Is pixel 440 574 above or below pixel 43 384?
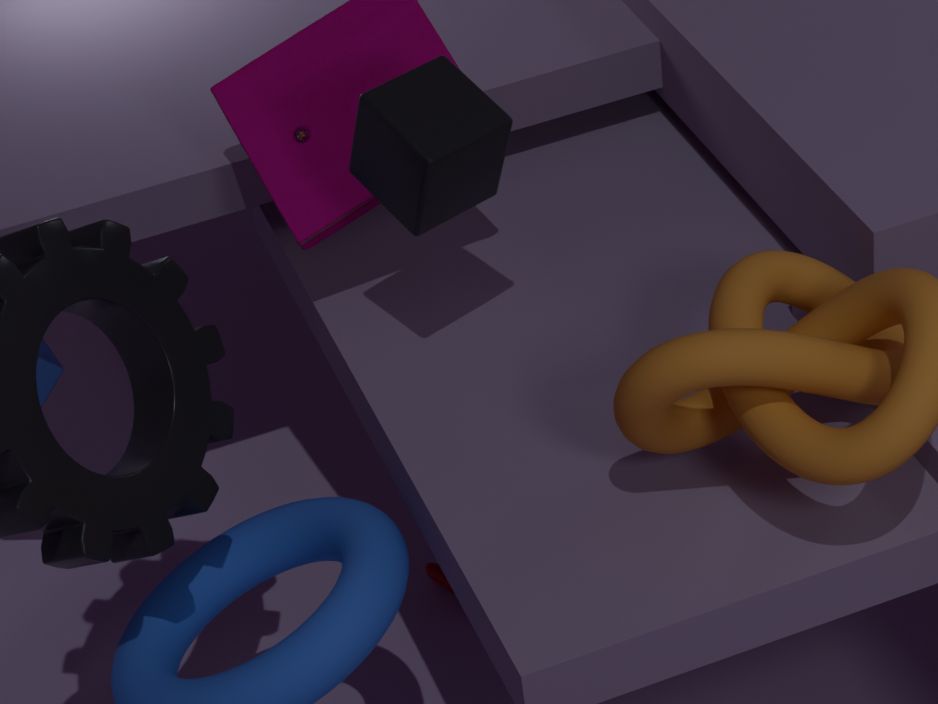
below
